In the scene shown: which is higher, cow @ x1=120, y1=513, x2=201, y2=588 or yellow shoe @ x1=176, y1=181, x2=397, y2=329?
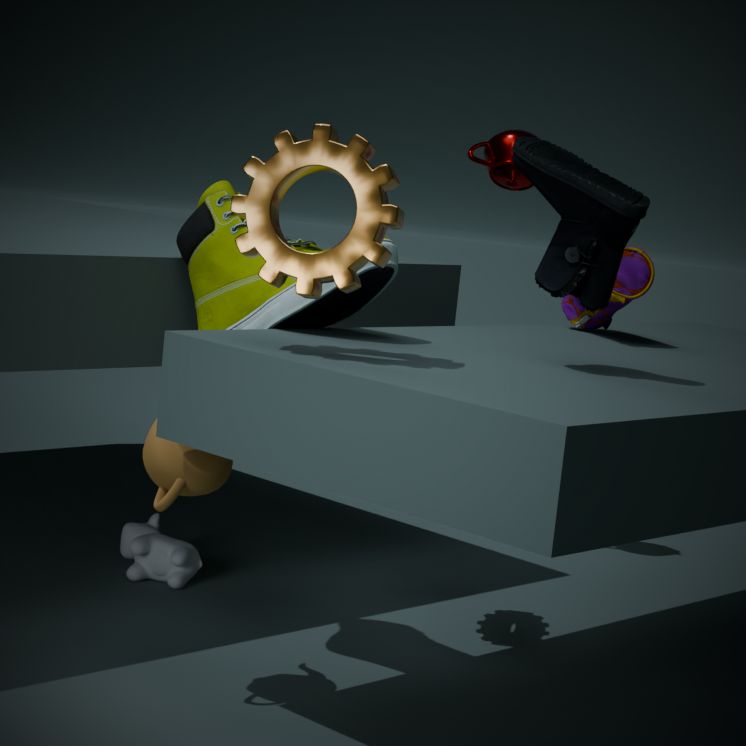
yellow shoe @ x1=176, y1=181, x2=397, y2=329
